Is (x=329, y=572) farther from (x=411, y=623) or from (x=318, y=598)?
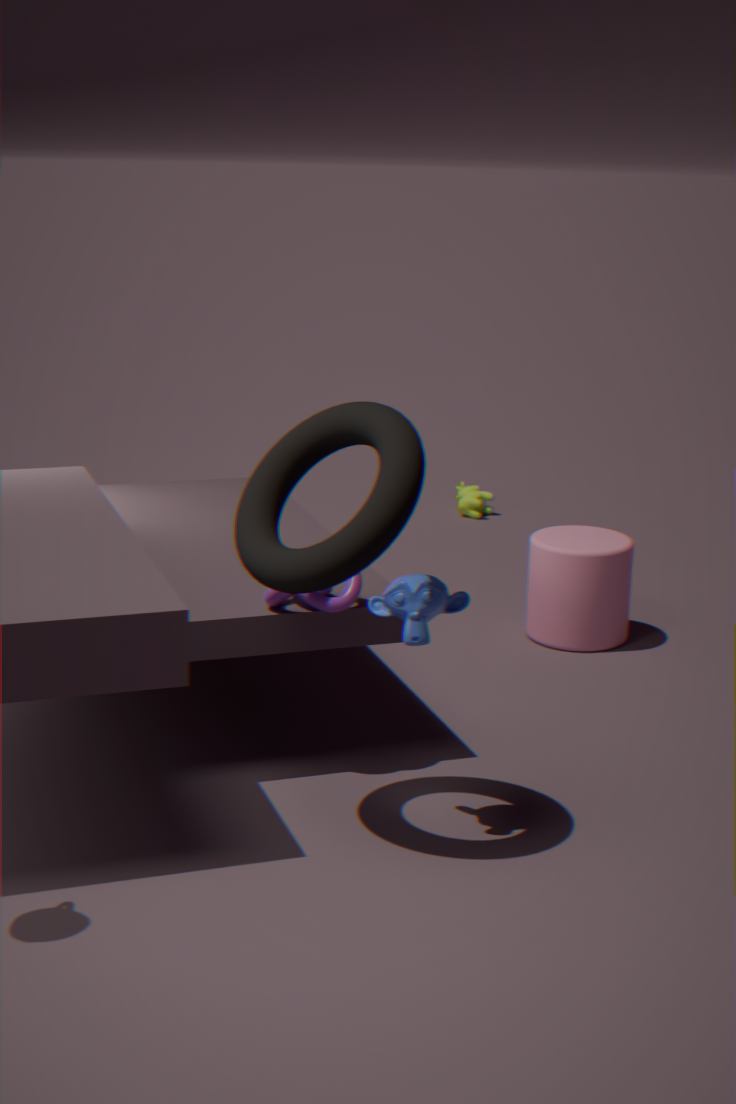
(x=318, y=598)
